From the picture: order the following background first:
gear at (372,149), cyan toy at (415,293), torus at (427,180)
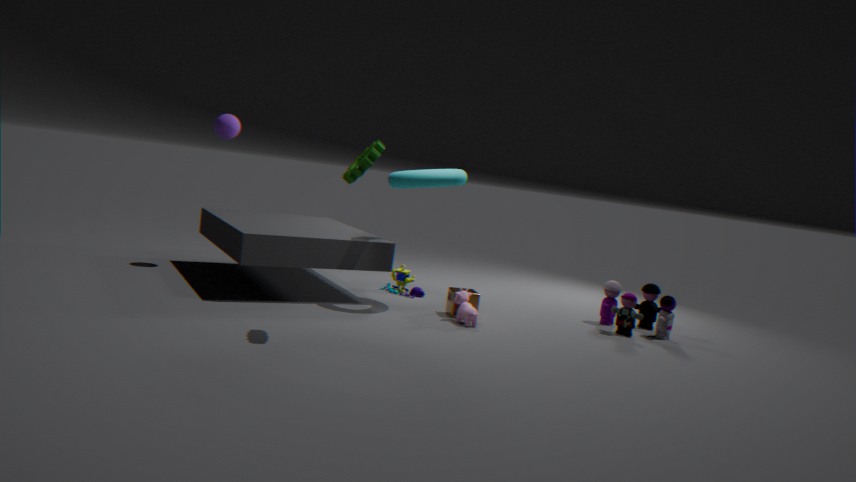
cyan toy at (415,293)
torus at (427,180)
gear at (372,149)
